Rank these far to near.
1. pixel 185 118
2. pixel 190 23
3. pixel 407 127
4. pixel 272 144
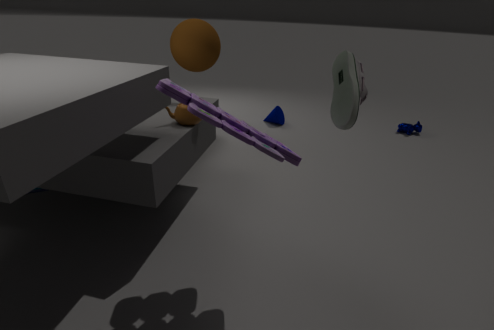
pixel 407 127 → pixel 190 23 → pixel 185 118 → pixel 272 144
